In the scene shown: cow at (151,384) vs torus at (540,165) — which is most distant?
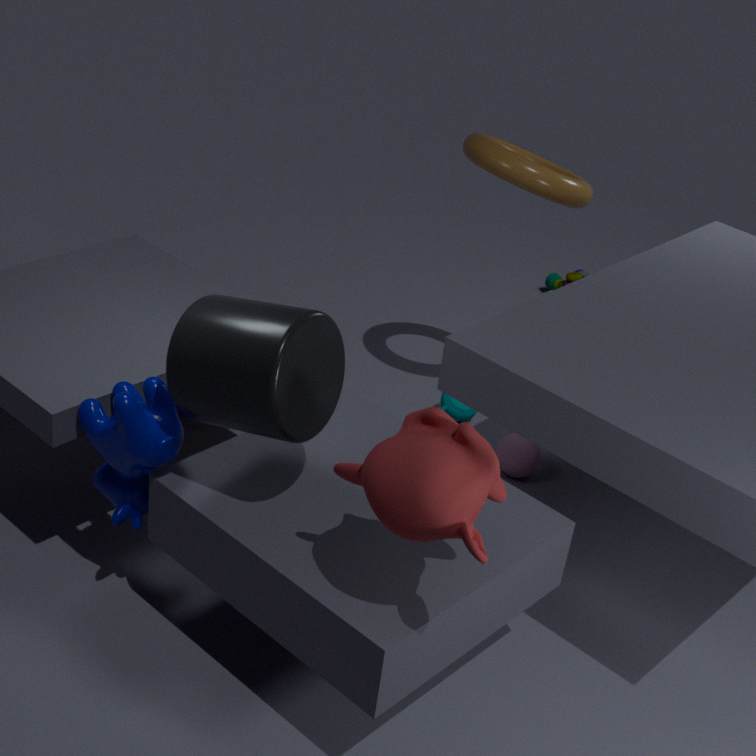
torus at (540,165)
